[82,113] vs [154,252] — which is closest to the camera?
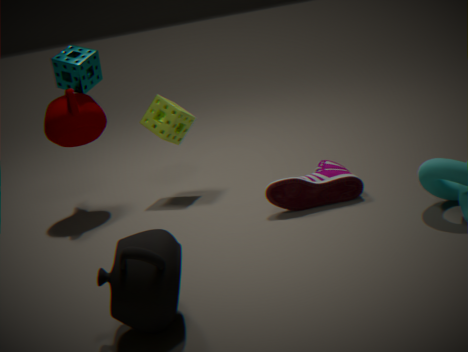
[154,252]
